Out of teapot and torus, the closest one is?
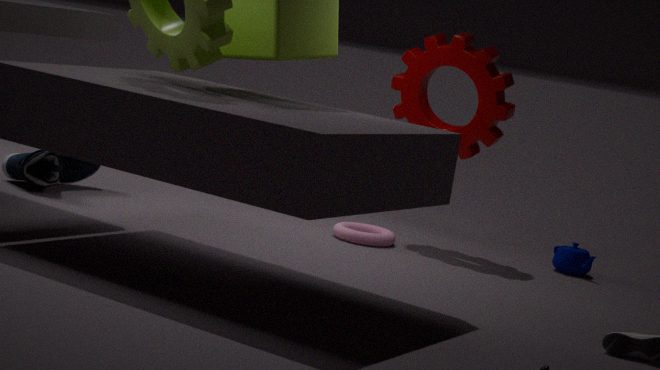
torus
